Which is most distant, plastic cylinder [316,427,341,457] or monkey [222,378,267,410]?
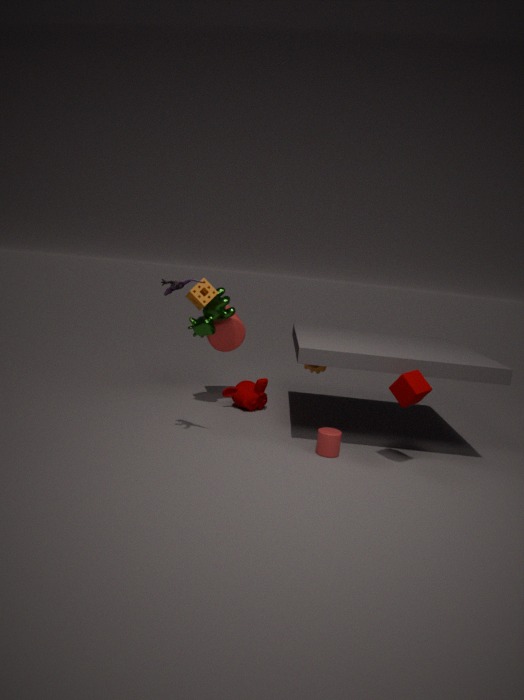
monkey [222,378,267,410]
